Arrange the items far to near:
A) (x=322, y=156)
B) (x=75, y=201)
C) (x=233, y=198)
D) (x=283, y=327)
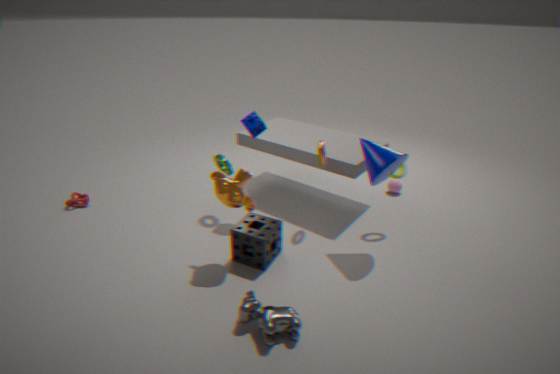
(x=75, y=201), (x=322, y=156), (x=233, y=198), (x=283, y=327)
